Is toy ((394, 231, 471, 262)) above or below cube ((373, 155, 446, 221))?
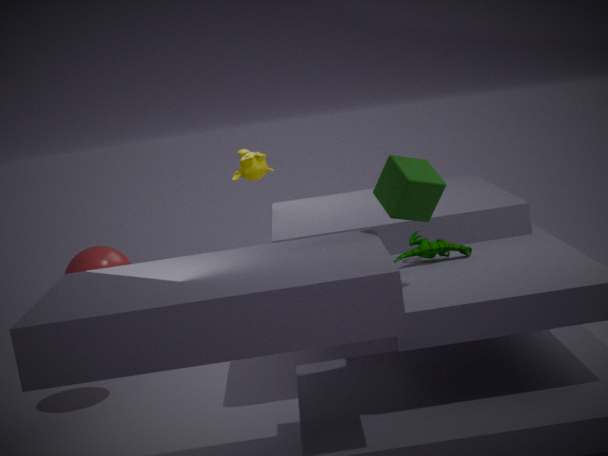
below
